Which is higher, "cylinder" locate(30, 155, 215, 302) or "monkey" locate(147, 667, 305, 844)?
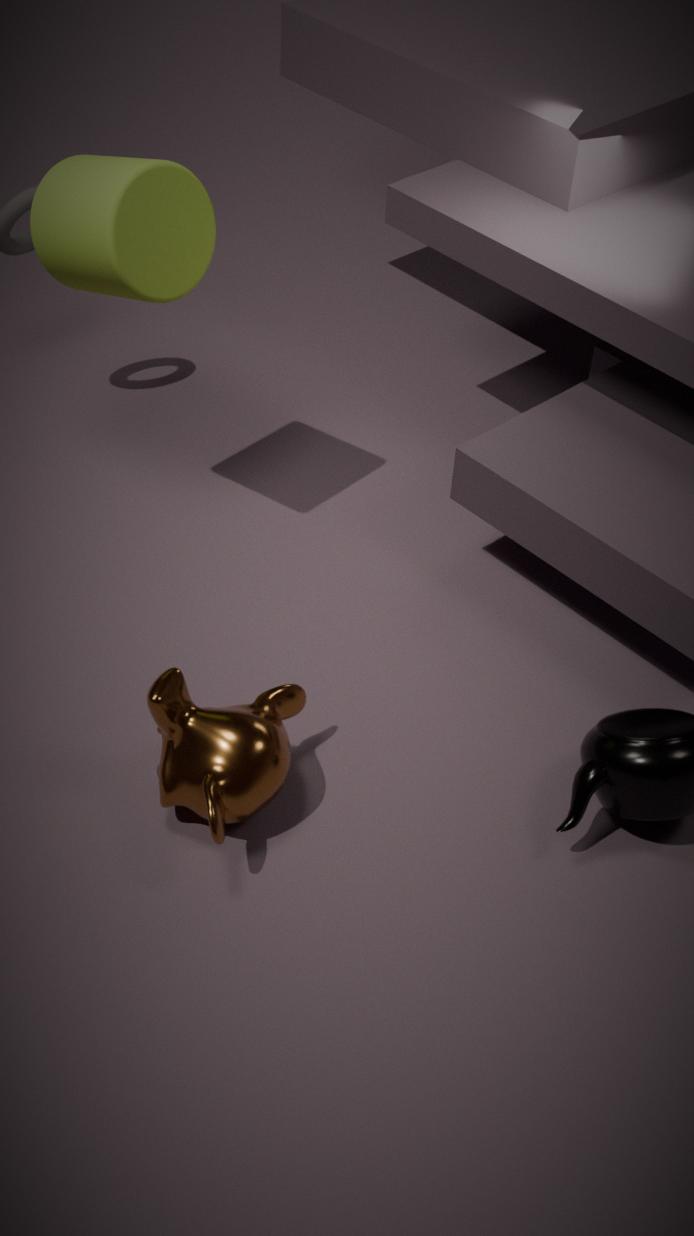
"cylinder" locate(30, 155, 215, 302)
